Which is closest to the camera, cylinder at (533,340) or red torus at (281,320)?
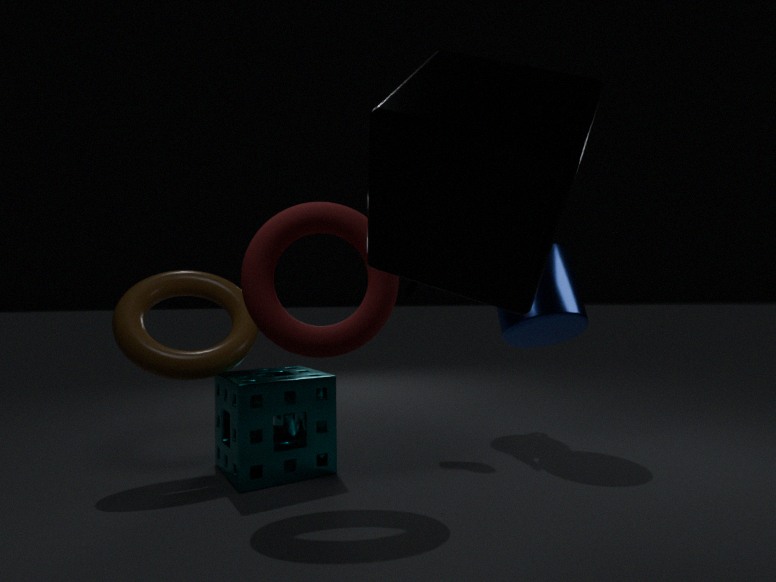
red torus at (281,320)
